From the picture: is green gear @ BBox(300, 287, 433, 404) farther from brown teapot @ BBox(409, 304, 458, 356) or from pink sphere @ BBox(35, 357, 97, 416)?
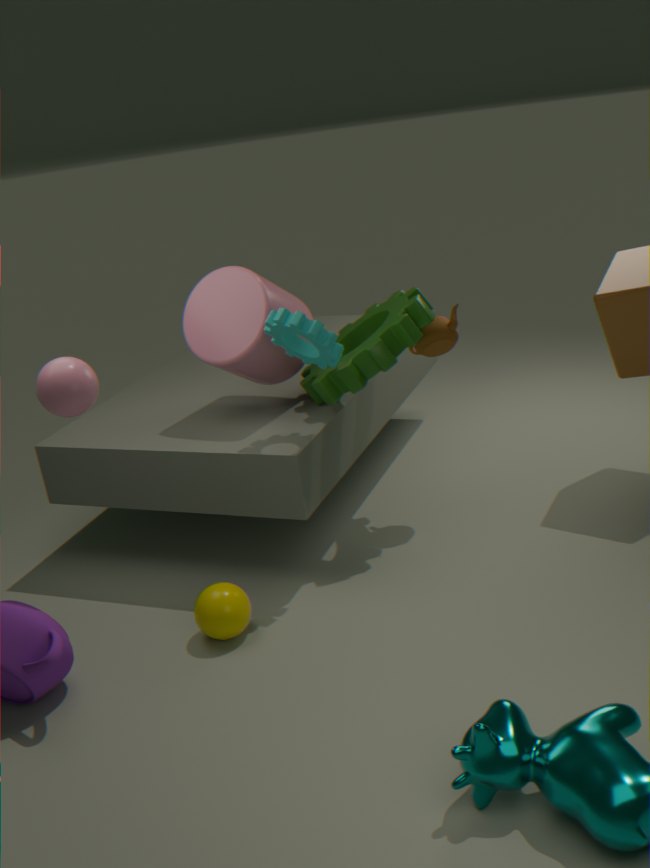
pink sphere @ BBox(35, 357, 97, 416)
